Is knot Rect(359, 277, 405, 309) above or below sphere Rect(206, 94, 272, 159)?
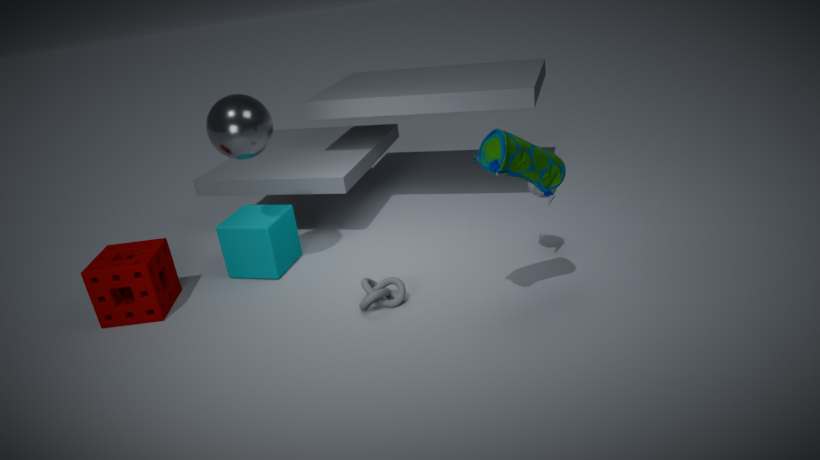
below
